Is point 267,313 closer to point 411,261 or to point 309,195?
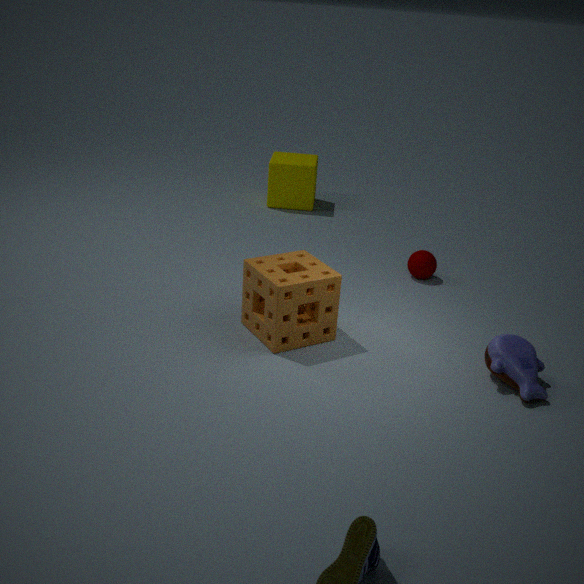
point 411,261
